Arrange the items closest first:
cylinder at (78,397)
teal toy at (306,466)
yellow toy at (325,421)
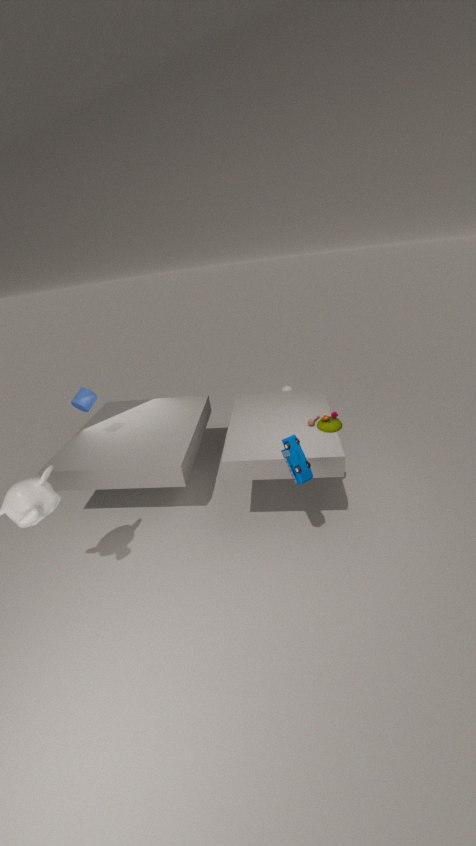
teal toy at (306,466) → yellow toy at (325,421) → cylinder at (78,397)
